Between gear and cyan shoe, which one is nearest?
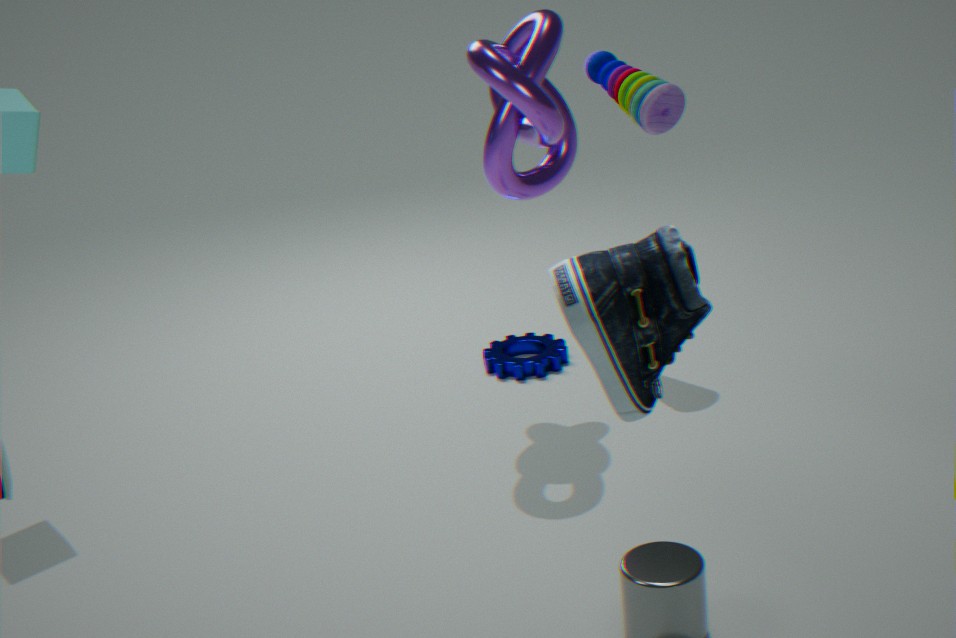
cyan shoe
